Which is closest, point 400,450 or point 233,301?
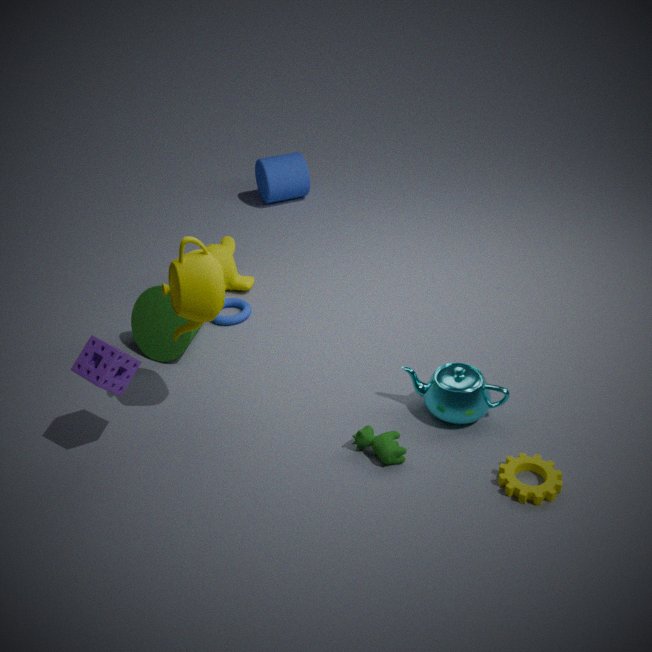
point 400,450
